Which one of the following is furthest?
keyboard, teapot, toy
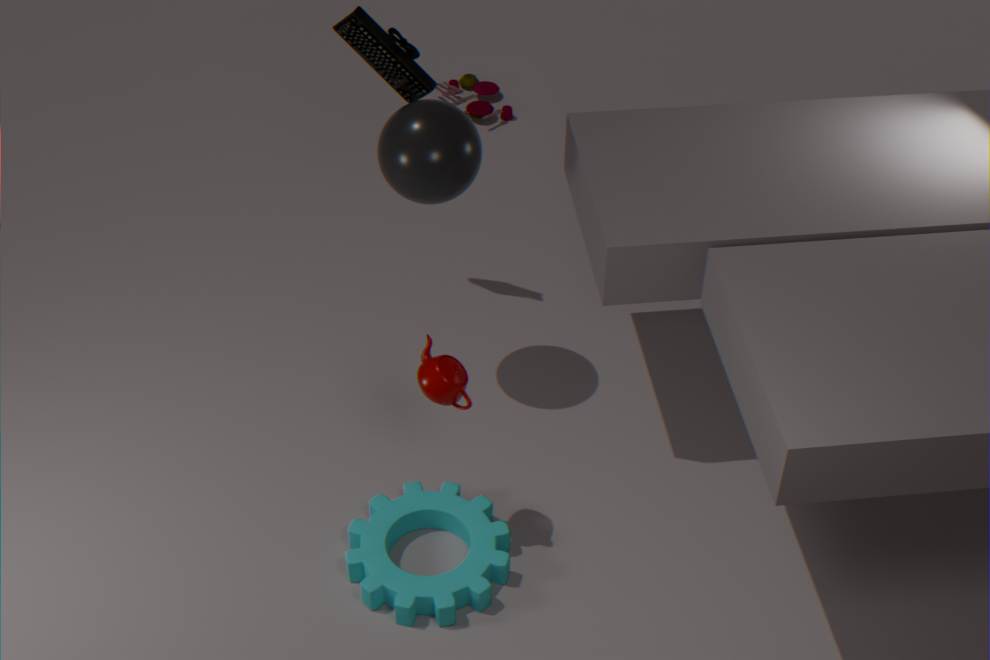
toy
